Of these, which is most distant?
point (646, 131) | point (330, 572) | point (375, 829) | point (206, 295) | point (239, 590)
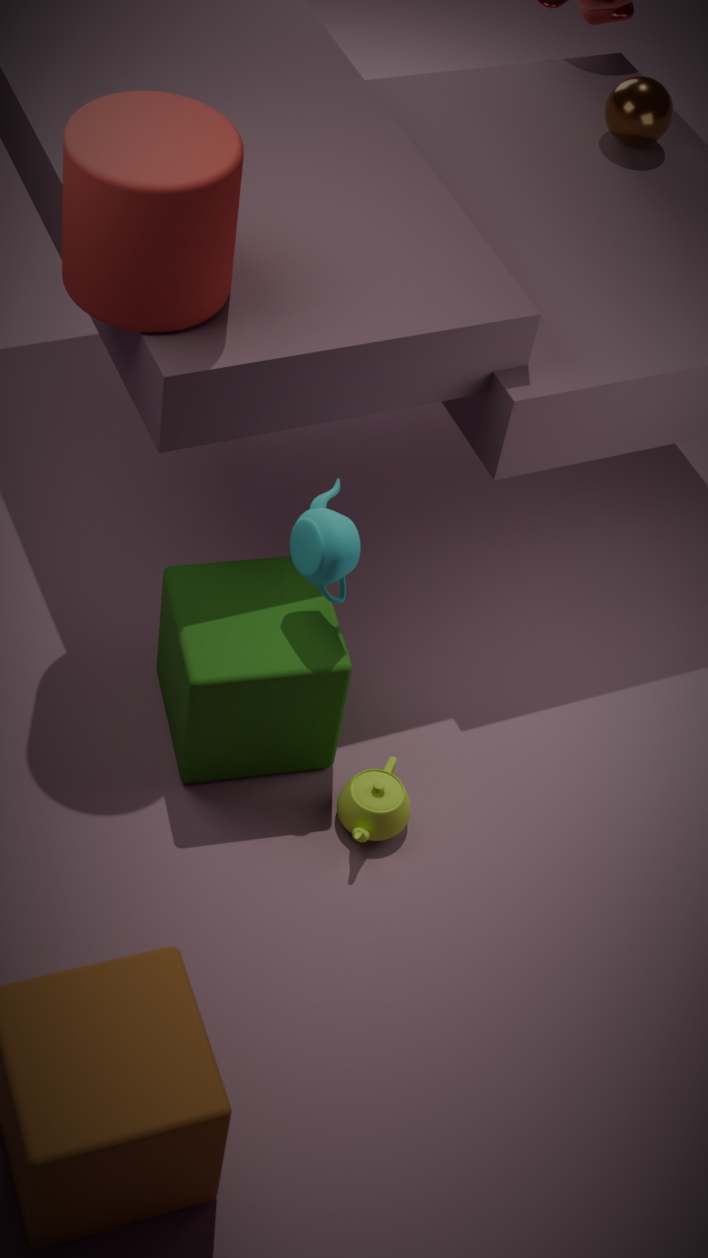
point (646, 131)
